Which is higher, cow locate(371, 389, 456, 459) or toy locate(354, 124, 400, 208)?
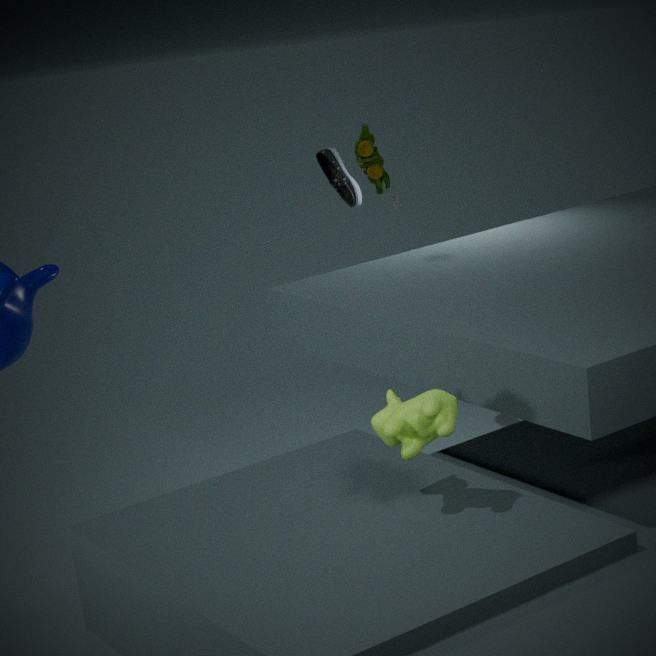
toy locate(354, 124, 400, 208)
